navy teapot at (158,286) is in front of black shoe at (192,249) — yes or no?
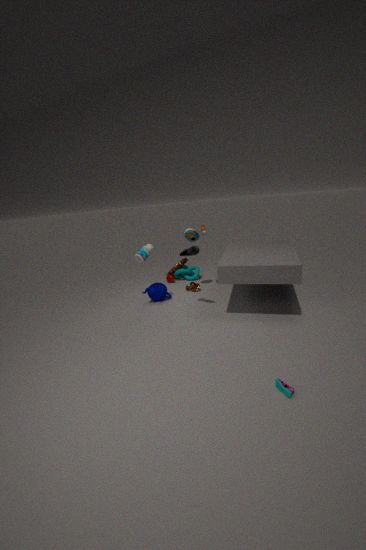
No
